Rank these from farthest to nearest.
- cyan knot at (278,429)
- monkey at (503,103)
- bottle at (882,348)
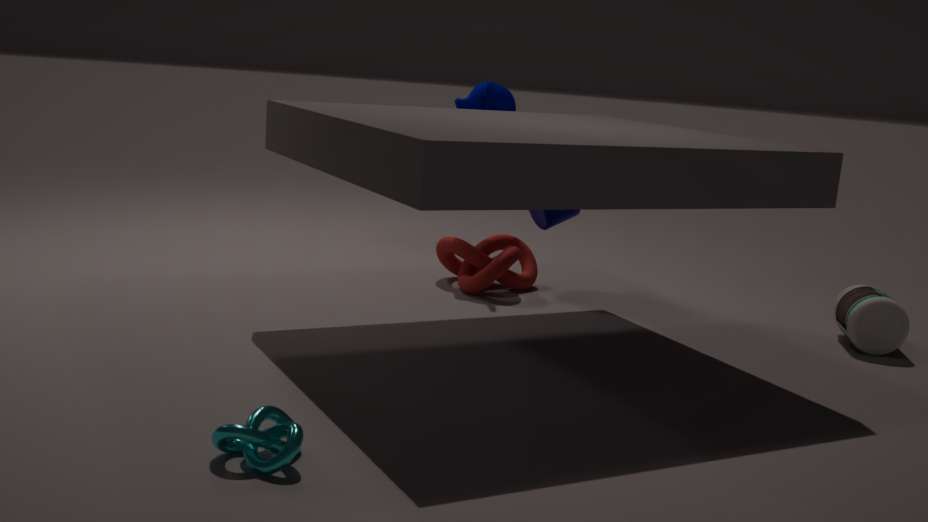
monkey at (503,103) → bottle at (882,348) → cyan knot at (278,429)
